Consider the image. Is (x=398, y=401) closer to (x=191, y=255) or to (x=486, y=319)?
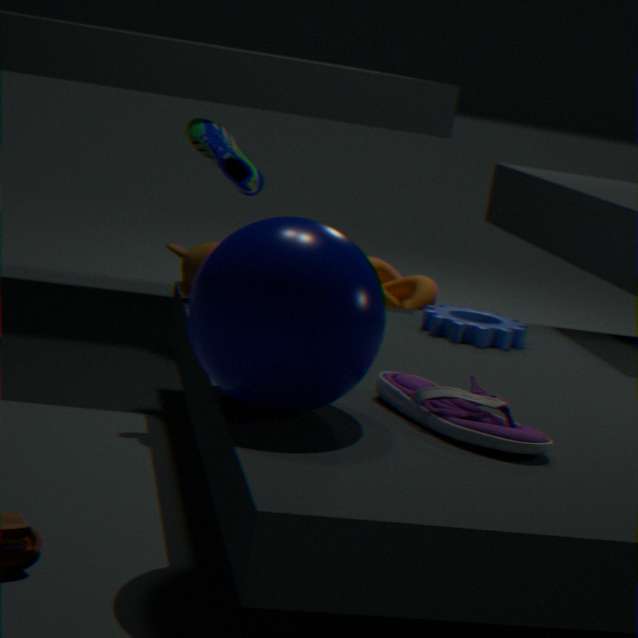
(x=486, y=319)
